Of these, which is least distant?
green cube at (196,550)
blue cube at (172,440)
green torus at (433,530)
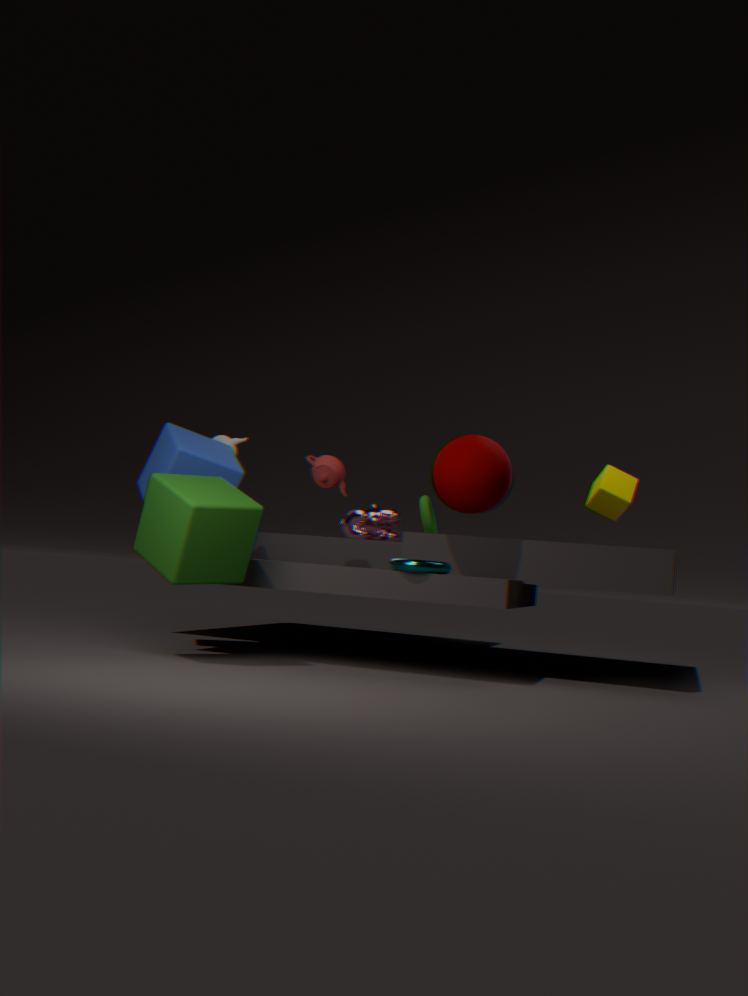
green cube at (196,550)
